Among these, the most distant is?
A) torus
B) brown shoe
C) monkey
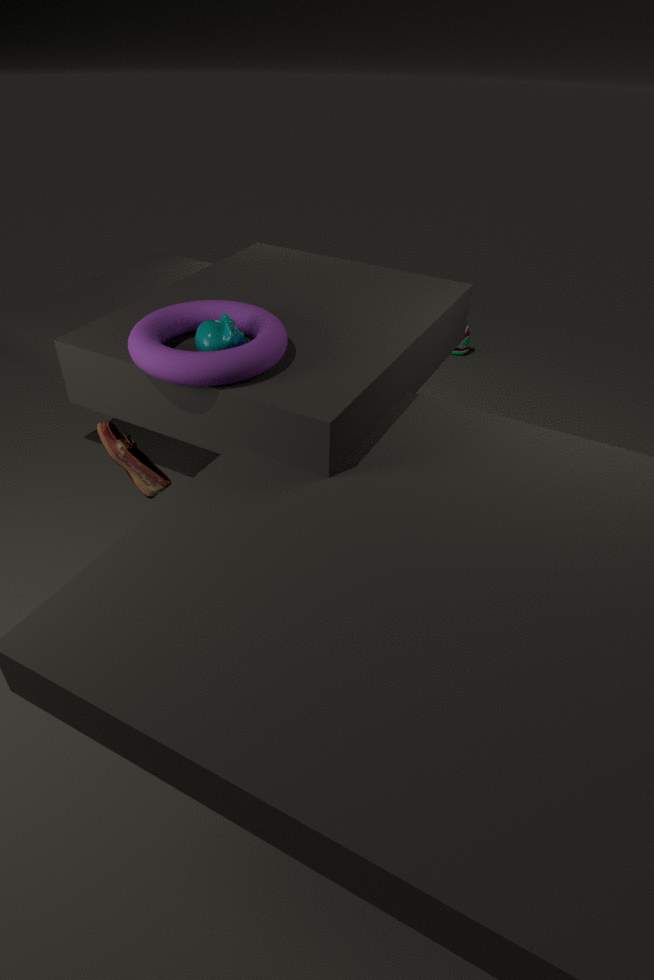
brown shoe
